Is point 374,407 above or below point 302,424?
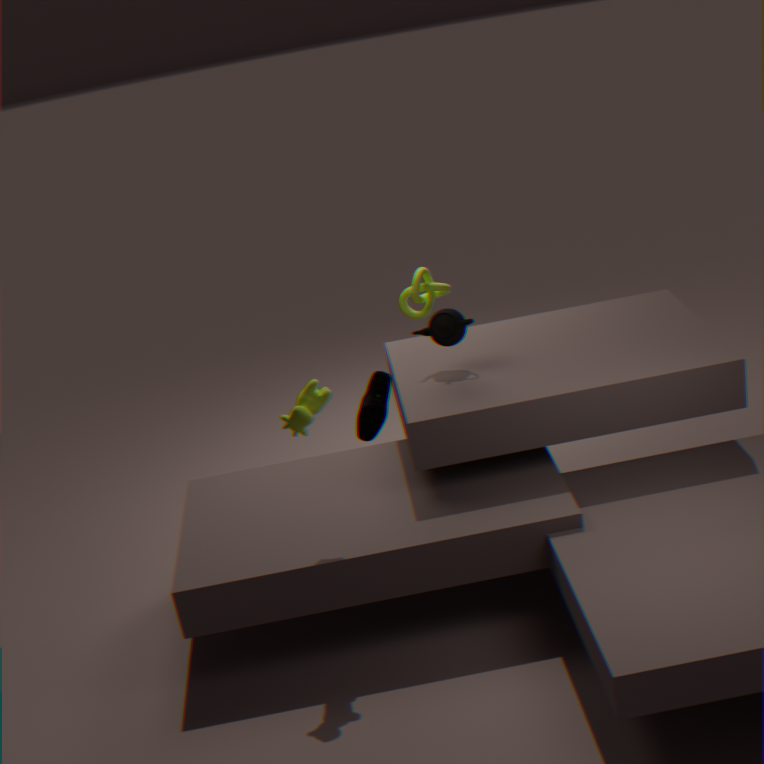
below
